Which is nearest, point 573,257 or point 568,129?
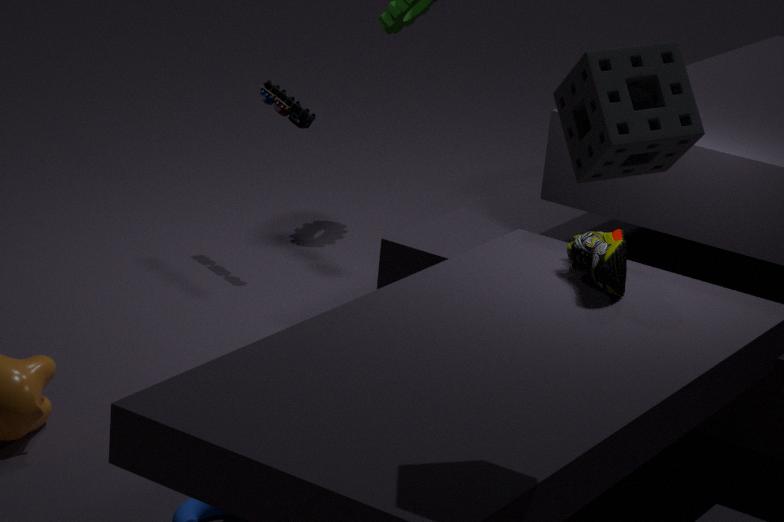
point 568,129
